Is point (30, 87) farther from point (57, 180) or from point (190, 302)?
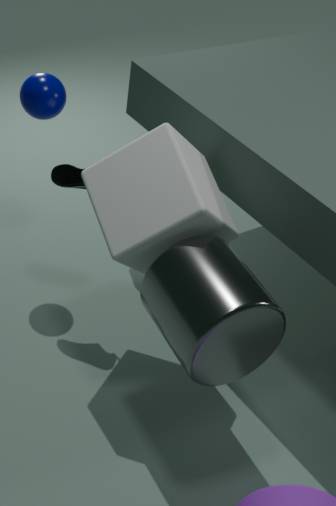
point (190, 302)
